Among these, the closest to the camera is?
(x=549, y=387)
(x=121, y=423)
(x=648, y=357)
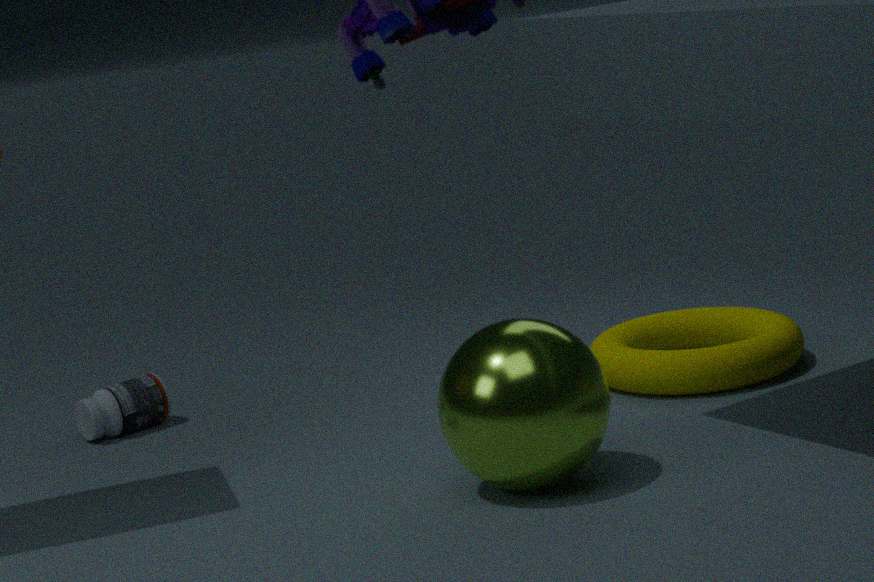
(x=549, y=387)
